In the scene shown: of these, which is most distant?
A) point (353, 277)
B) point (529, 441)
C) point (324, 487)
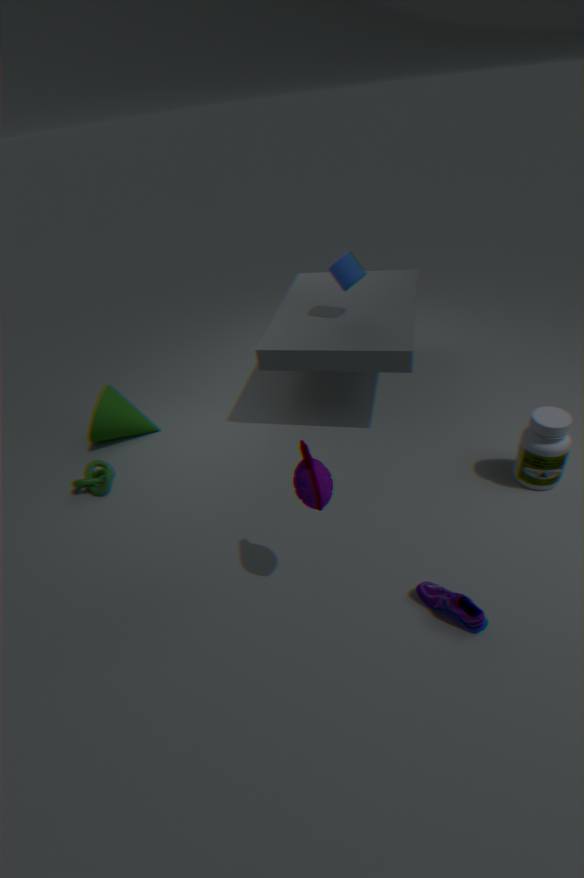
point (353, 277)
